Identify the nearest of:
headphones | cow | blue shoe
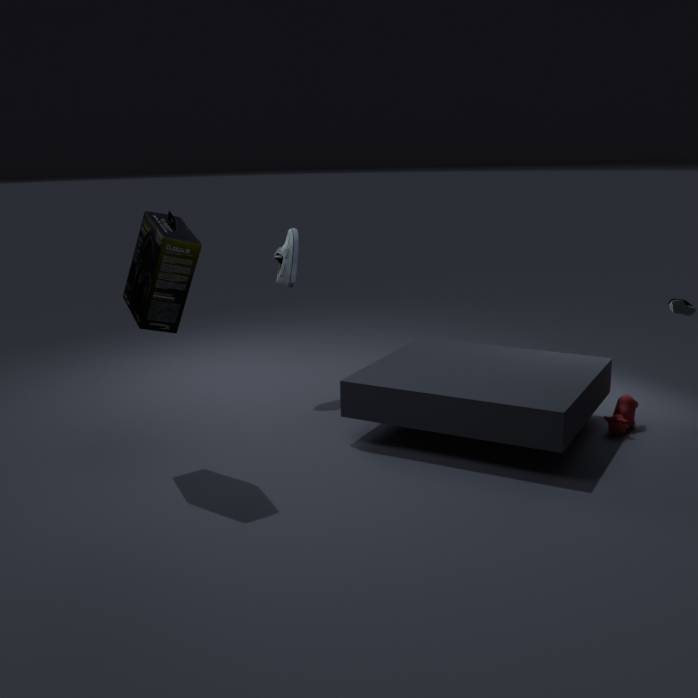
headphones
